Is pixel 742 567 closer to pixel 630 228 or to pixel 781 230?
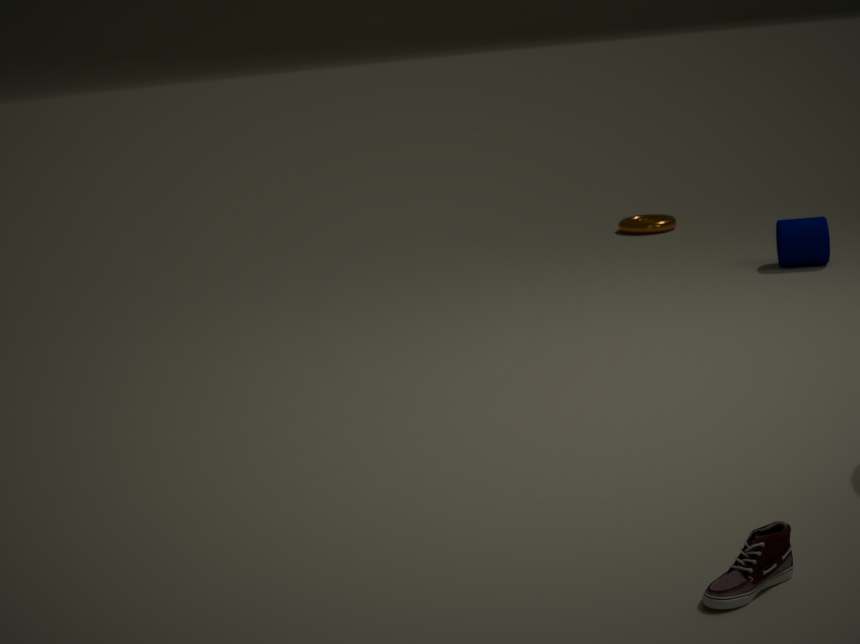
pixel 781 230
